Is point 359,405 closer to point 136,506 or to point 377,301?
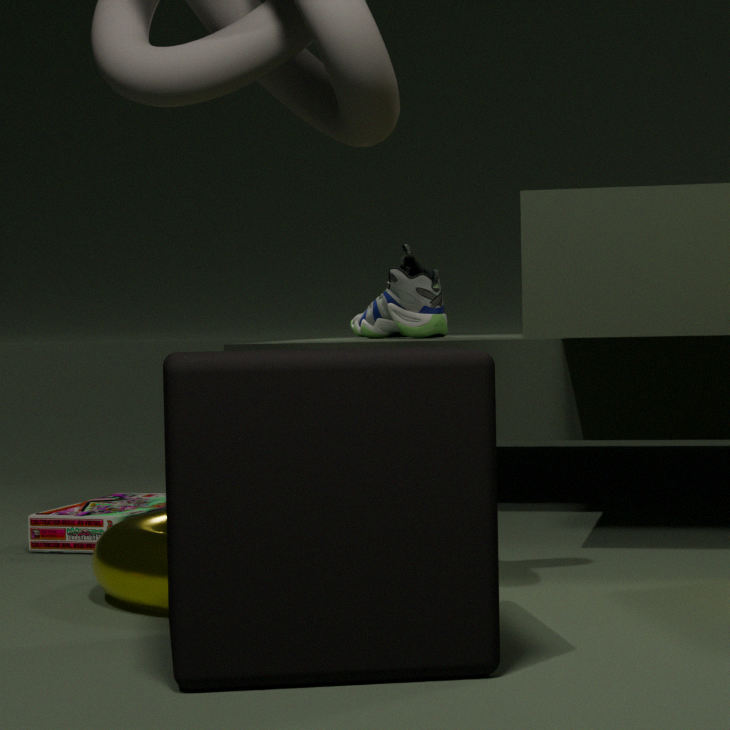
point 136,506
